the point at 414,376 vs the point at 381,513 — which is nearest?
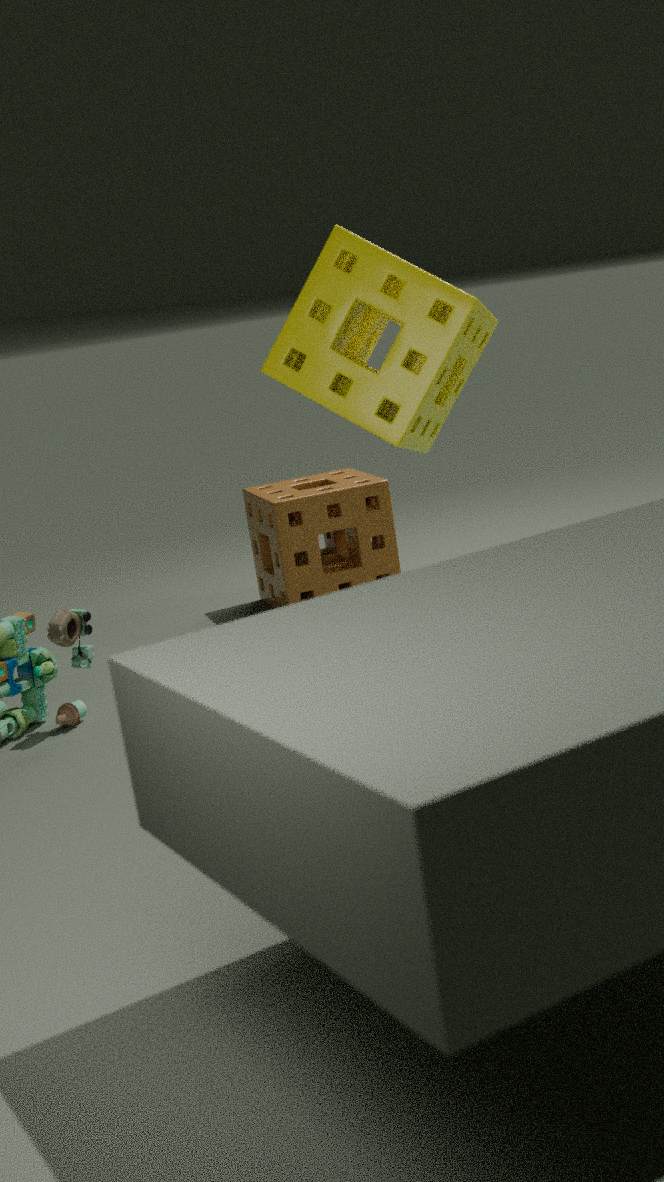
the point at 414,376
